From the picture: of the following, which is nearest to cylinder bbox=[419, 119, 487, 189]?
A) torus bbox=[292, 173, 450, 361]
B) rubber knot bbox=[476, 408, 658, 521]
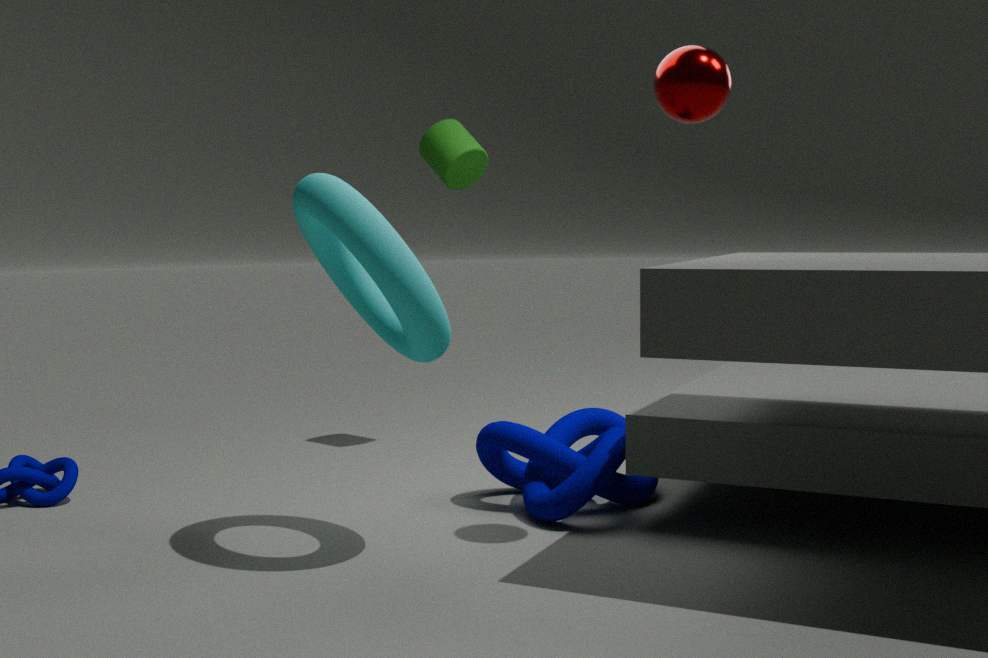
torus bbox=[292, 173, 450, 361]
